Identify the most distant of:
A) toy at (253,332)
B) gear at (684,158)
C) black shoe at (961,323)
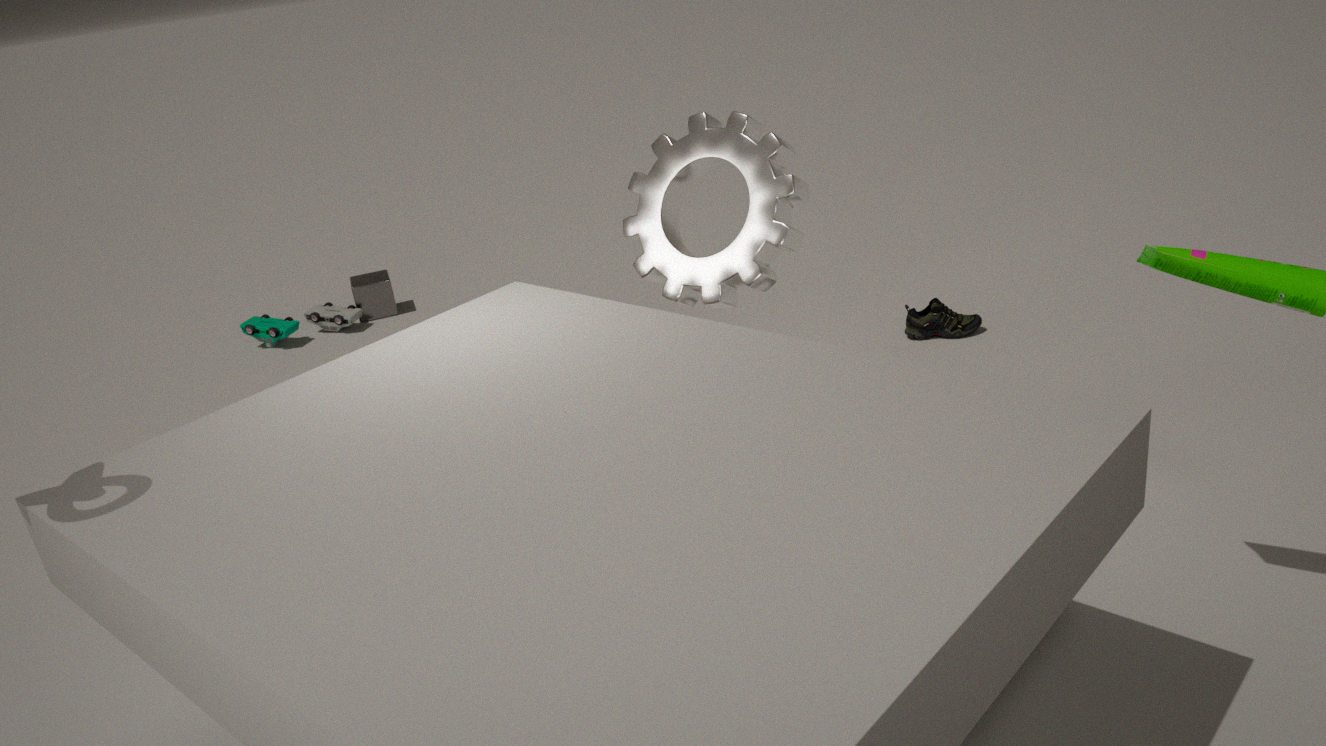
toy at (253,332)
